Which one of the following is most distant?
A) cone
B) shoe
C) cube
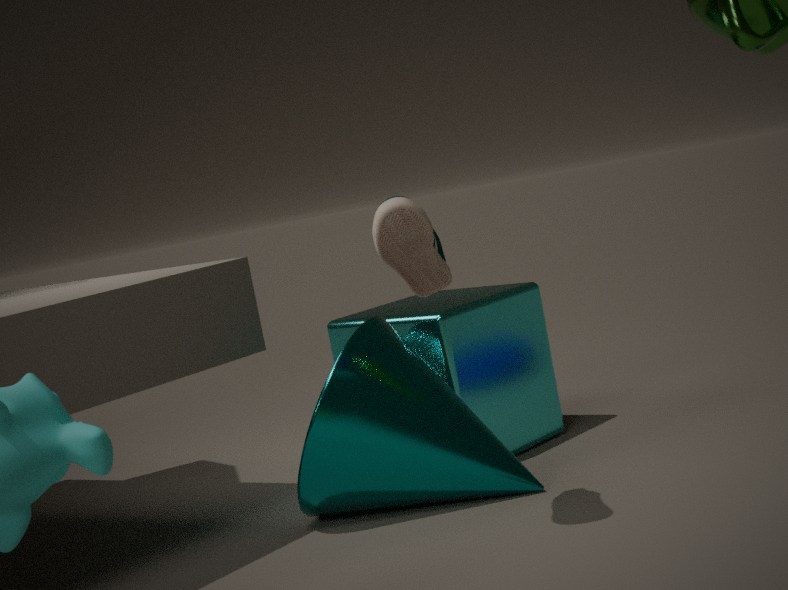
cube
